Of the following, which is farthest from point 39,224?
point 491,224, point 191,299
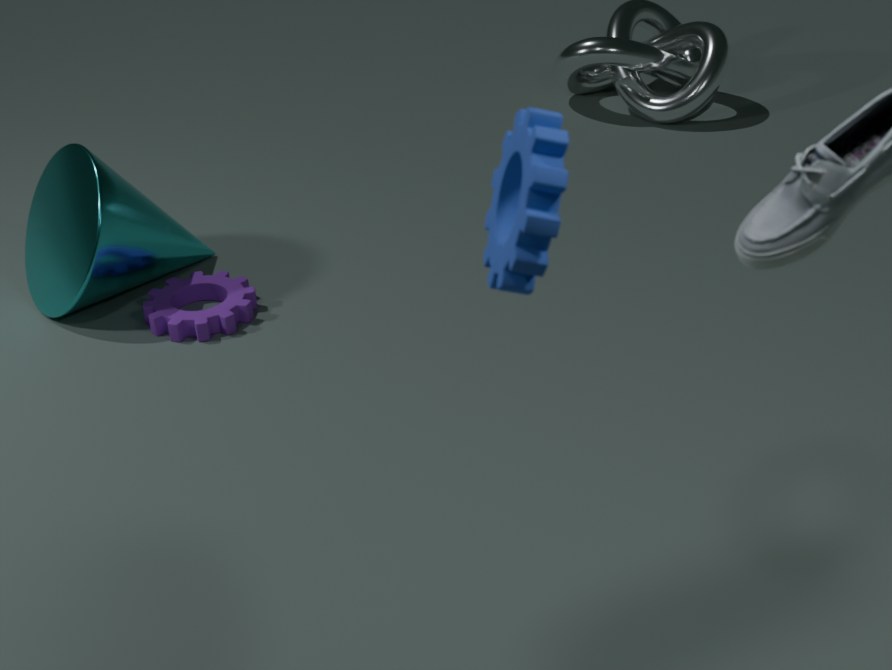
point 491,224
